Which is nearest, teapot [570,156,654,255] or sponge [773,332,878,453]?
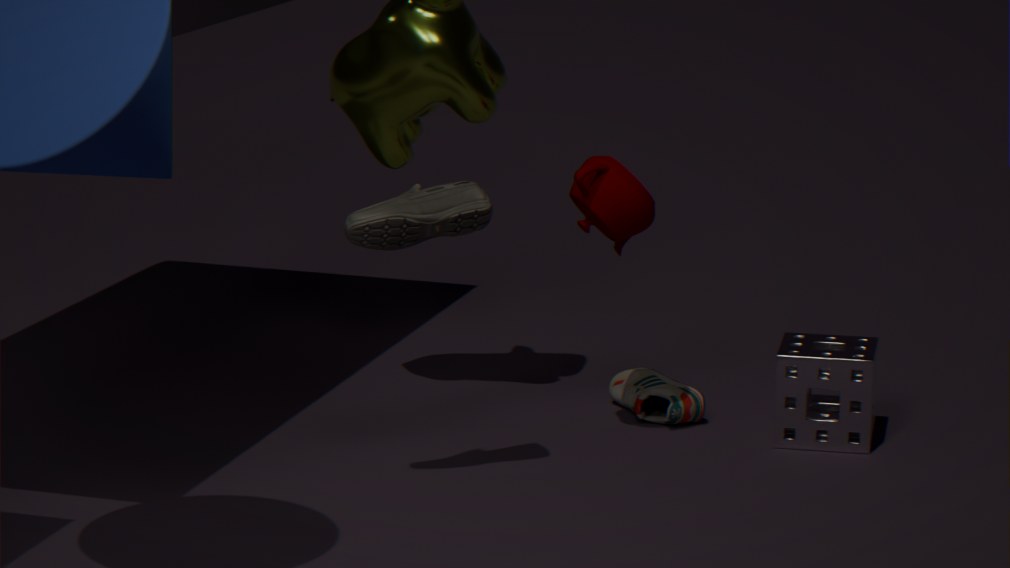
teapot [570,156,654,255]
